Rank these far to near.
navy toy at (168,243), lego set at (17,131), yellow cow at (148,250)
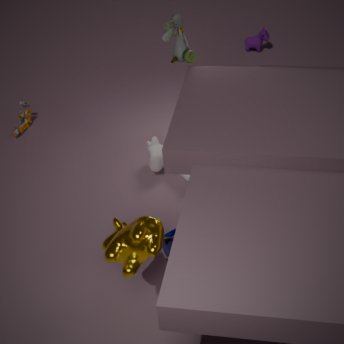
lego set at (17,131) → navy toy at (168,243) → yellow cow at (148,250)
